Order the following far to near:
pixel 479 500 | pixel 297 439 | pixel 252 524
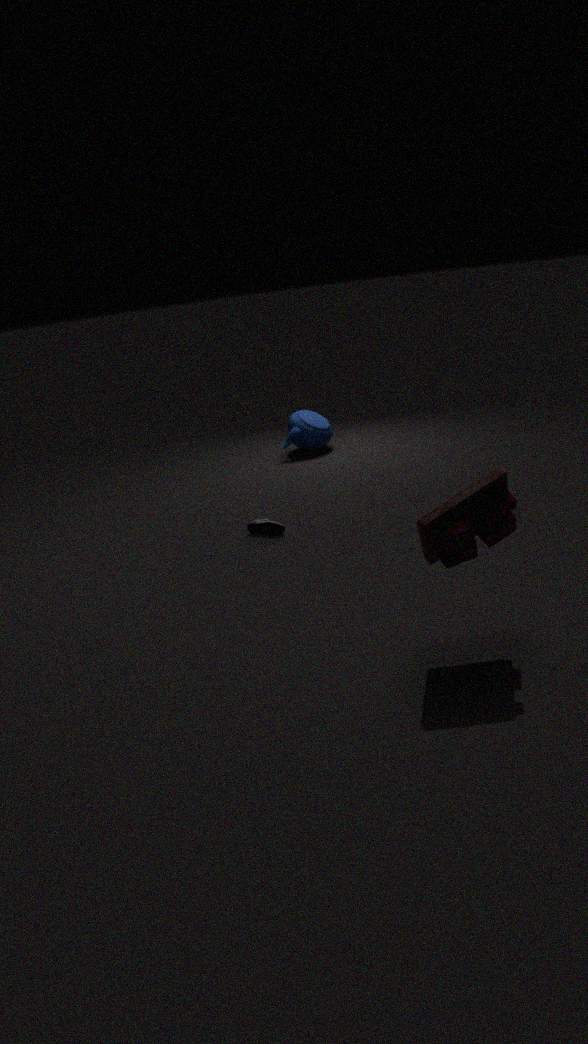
1. pixel 297 439
2. pixel 252 524
3. pixel 479 500
